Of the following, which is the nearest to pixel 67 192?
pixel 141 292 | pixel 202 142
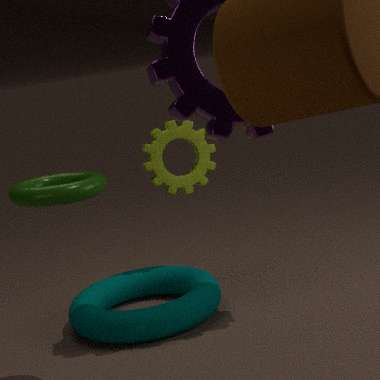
pixel 141 292
